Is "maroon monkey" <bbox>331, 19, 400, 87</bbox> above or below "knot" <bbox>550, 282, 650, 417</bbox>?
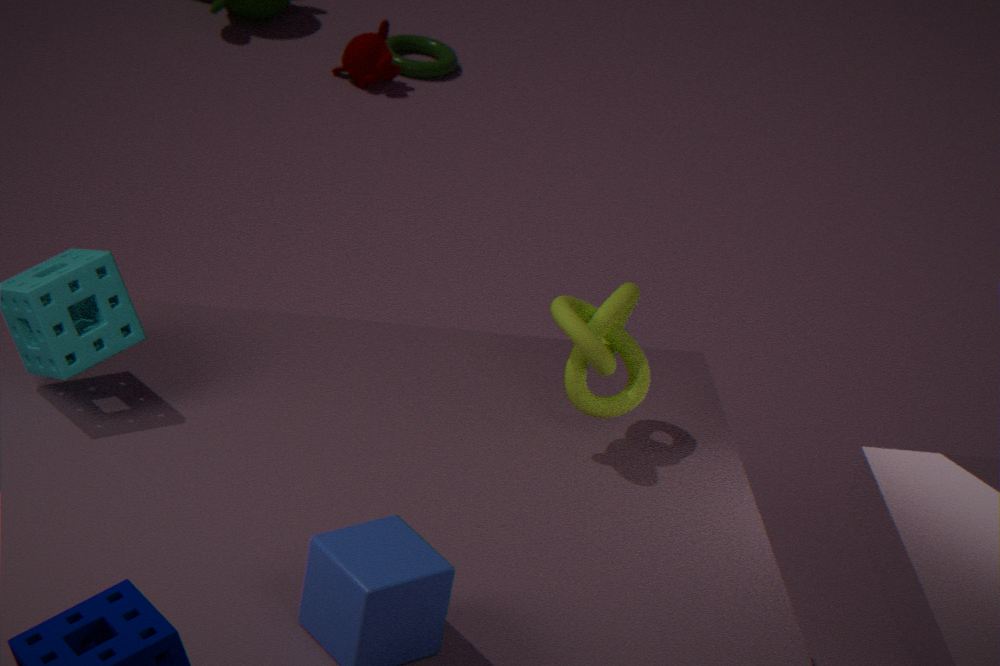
below
